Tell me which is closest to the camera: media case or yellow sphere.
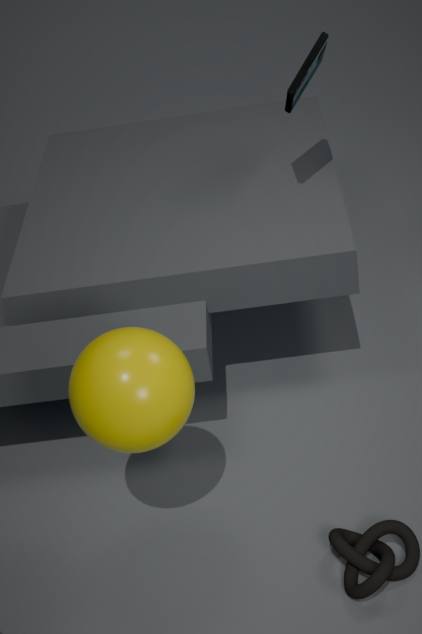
yellow sphere
